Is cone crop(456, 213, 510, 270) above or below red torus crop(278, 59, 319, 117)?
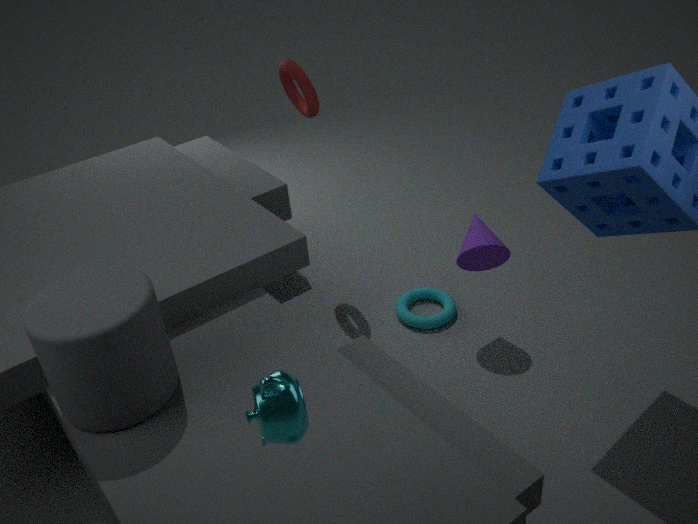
below
